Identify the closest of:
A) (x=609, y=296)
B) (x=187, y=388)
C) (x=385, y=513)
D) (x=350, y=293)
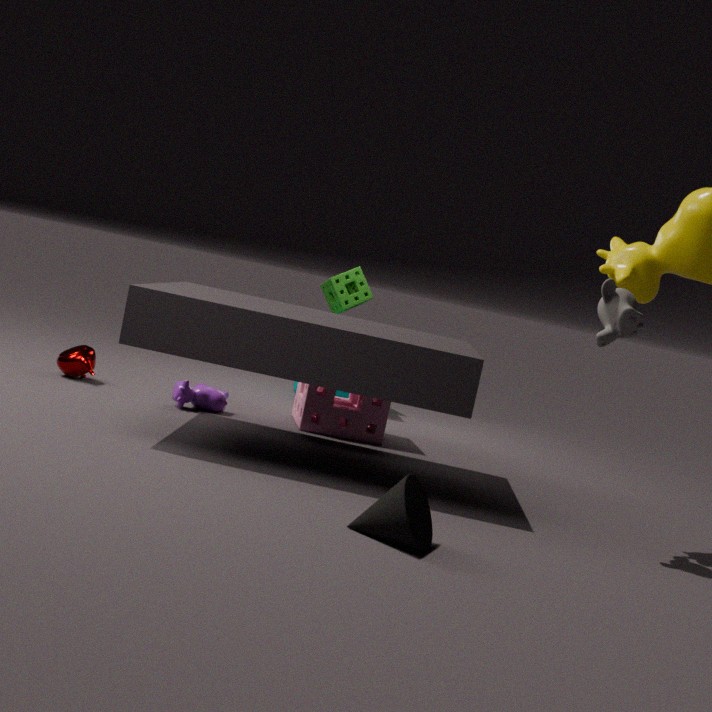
(x=385, y=513)
